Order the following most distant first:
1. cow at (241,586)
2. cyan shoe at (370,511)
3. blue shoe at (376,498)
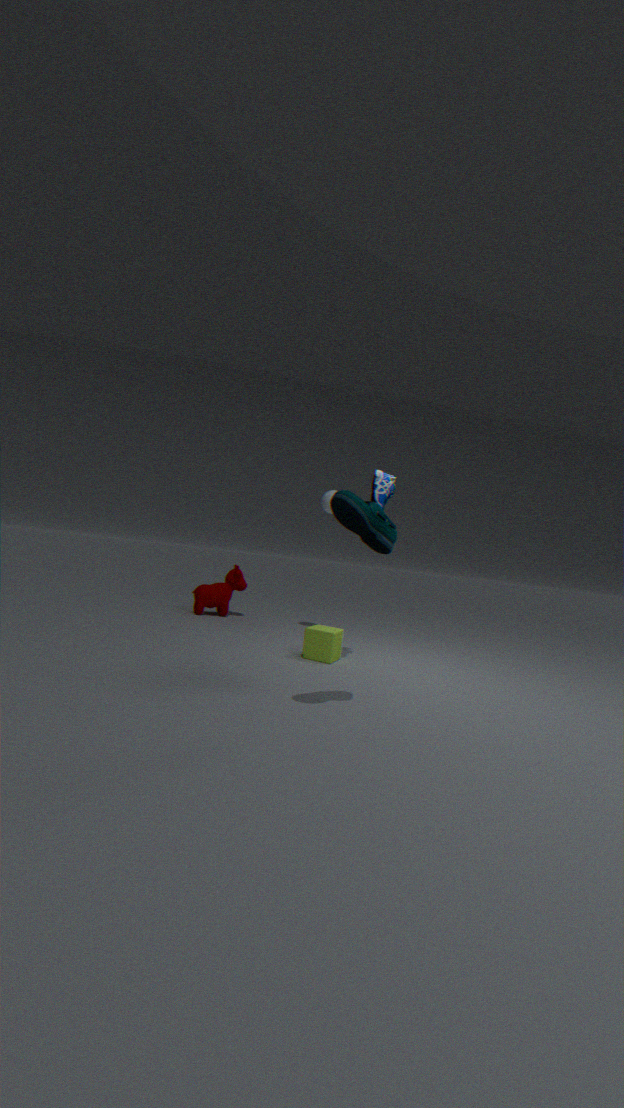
cow at (241,586), blue shoe at (376,498), cyan shoe at (370,511)
